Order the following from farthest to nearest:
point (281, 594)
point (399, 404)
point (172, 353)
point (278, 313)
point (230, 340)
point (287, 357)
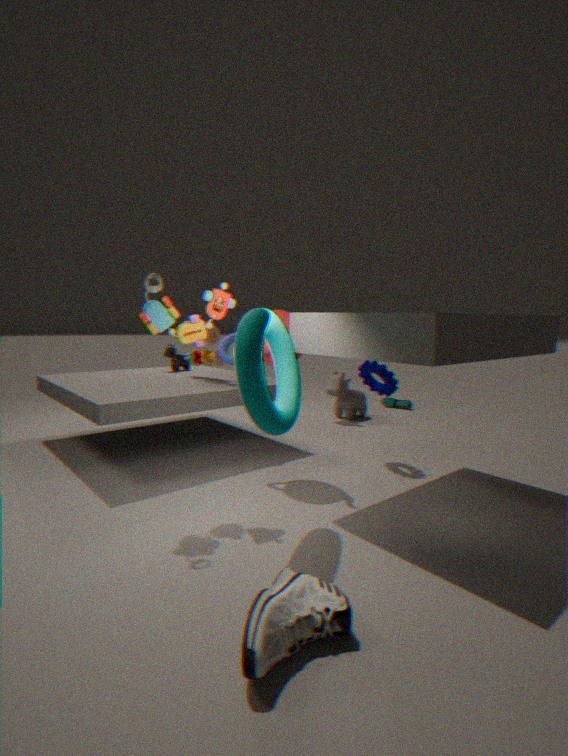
point (399, 404)
point (172, 353)
point (230, 340)
point (278, 313)
point (287, 357)
point (281, 594)
